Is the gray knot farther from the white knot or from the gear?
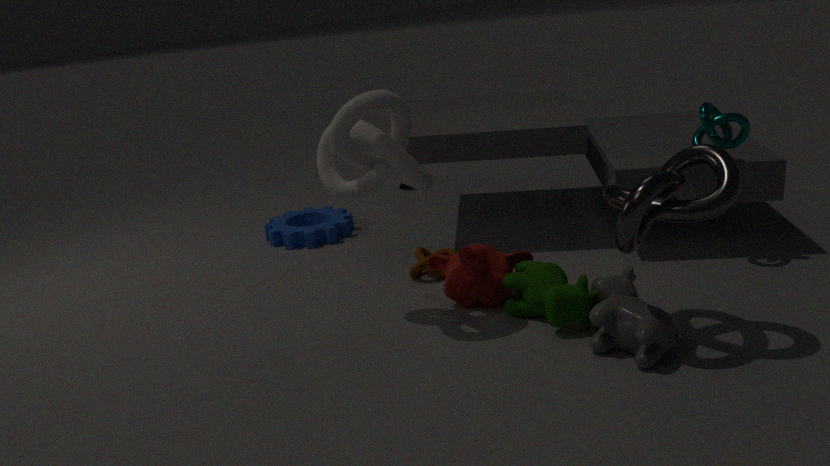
the gear
